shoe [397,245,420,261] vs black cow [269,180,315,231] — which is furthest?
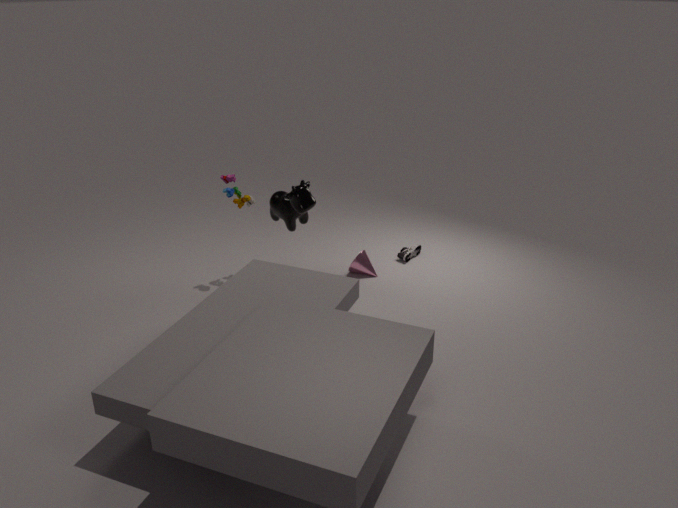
shoe [397,245,420,261]
